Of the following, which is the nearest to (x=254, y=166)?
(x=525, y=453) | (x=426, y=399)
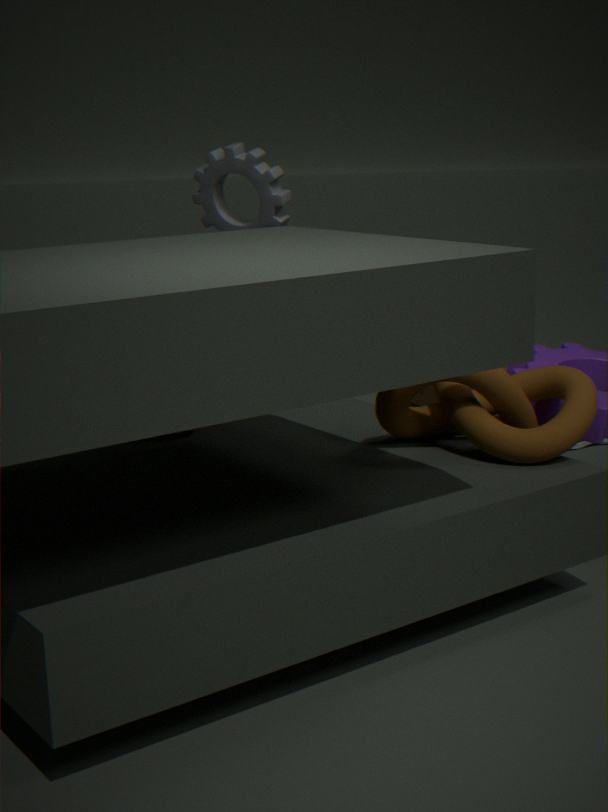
(x=525, y=453)
